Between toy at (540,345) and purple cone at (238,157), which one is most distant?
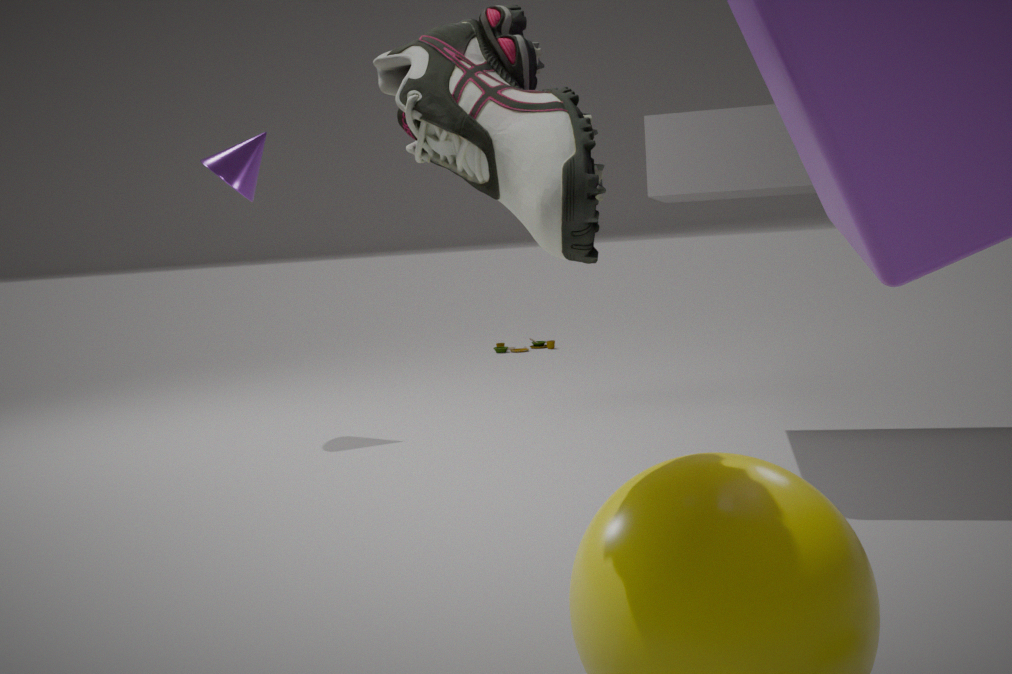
toy at (540,345)
